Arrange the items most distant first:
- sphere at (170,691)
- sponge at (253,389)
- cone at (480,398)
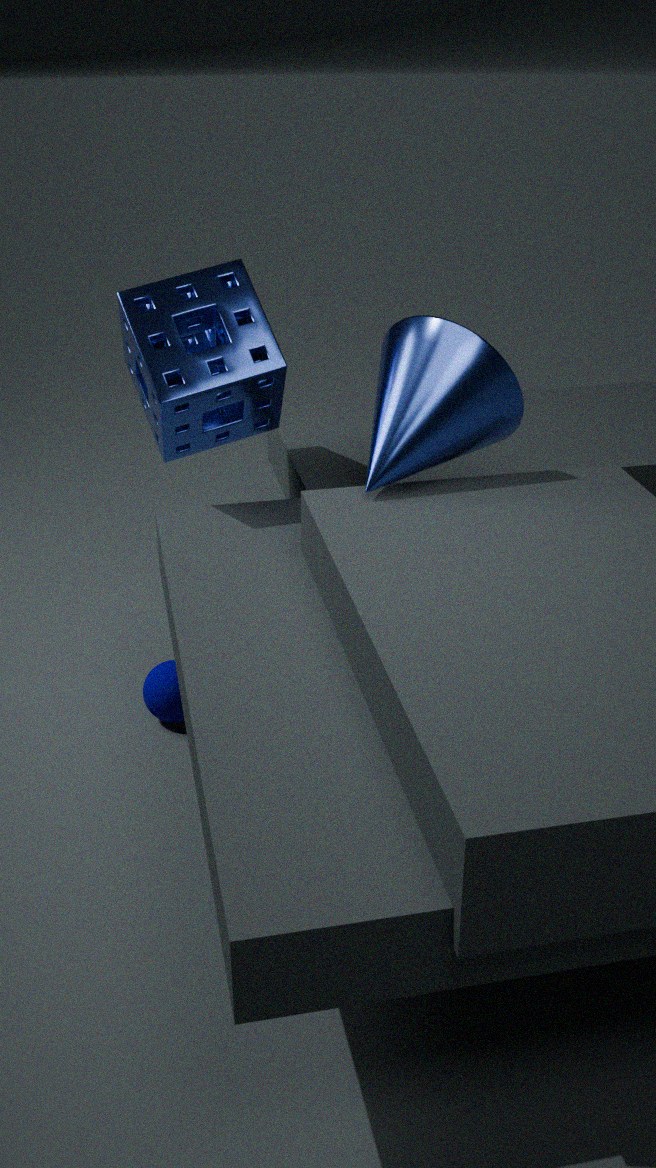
sphere at (170,691)
sponge at (253,389)
cone at (480,398)
